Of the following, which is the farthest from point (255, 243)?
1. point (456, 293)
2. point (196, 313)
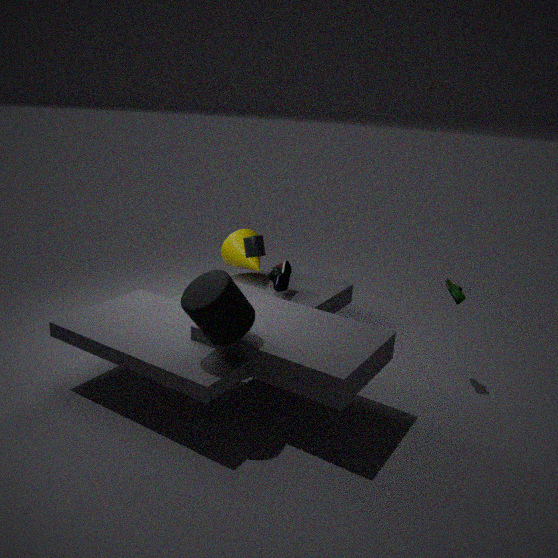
point (456, 293)
